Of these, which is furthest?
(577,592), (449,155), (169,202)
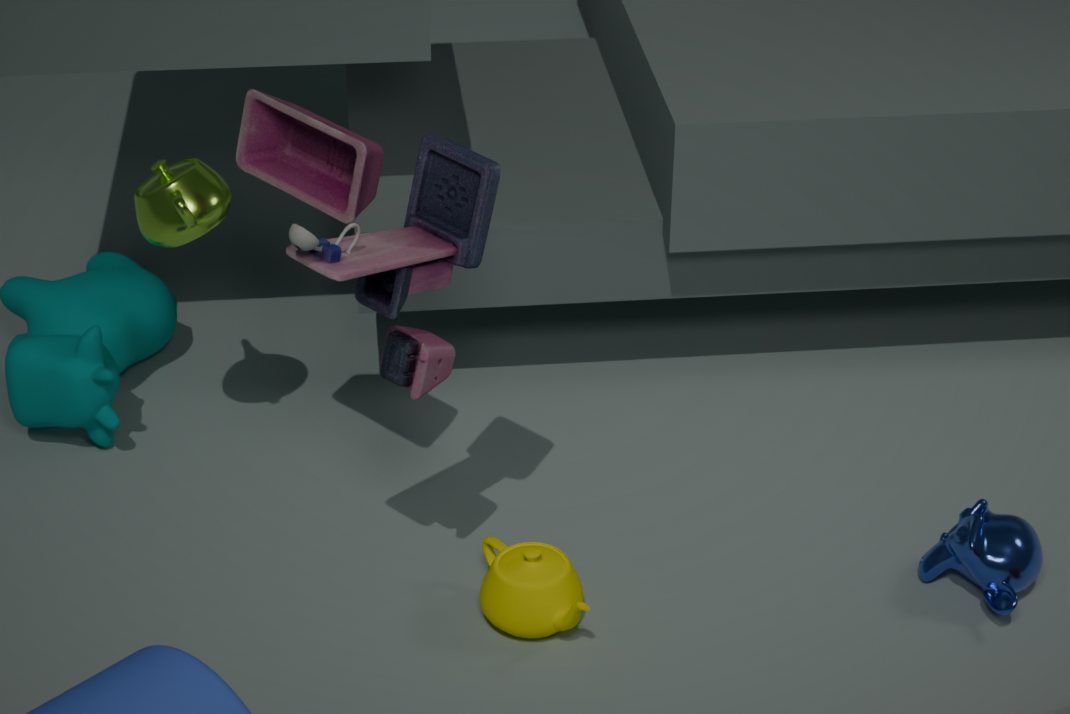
(169,202)
